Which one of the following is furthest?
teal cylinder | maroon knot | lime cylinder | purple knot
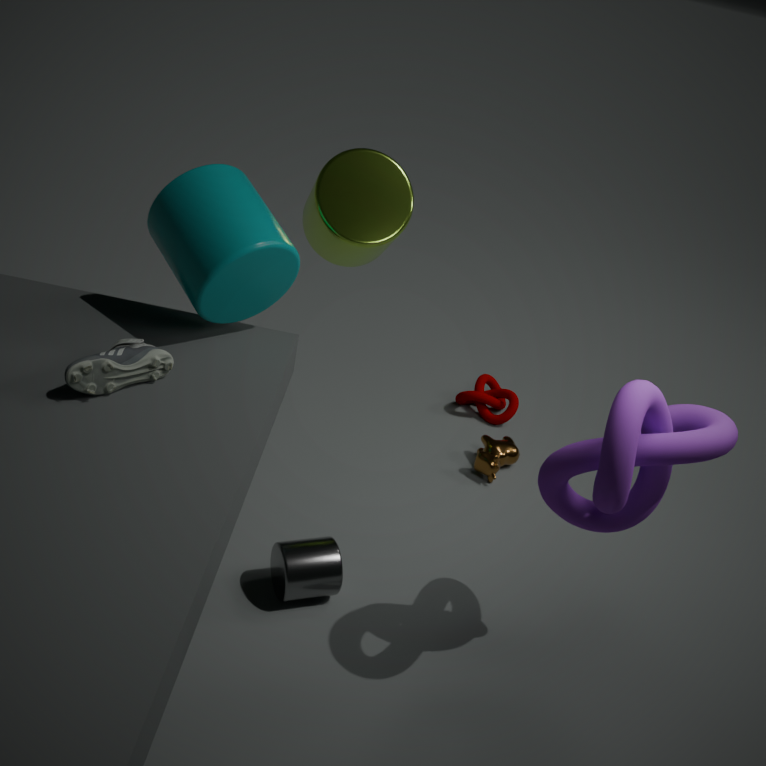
maroon knot
